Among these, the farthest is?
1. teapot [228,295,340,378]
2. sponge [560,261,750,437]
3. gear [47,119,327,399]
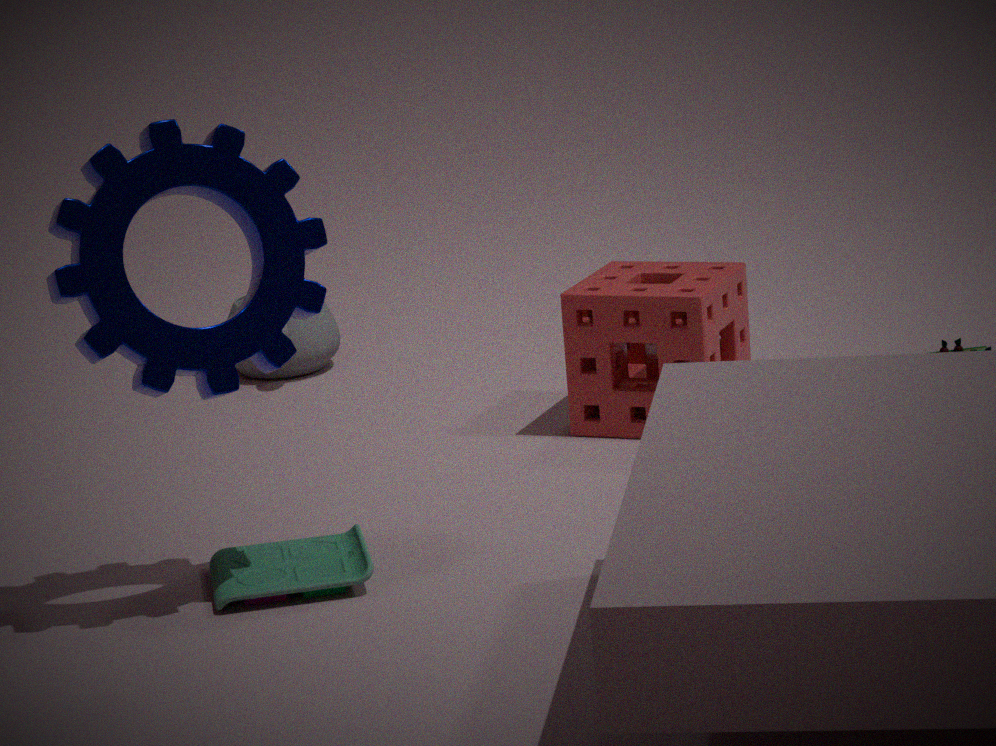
teapot [228,295,340,378]
